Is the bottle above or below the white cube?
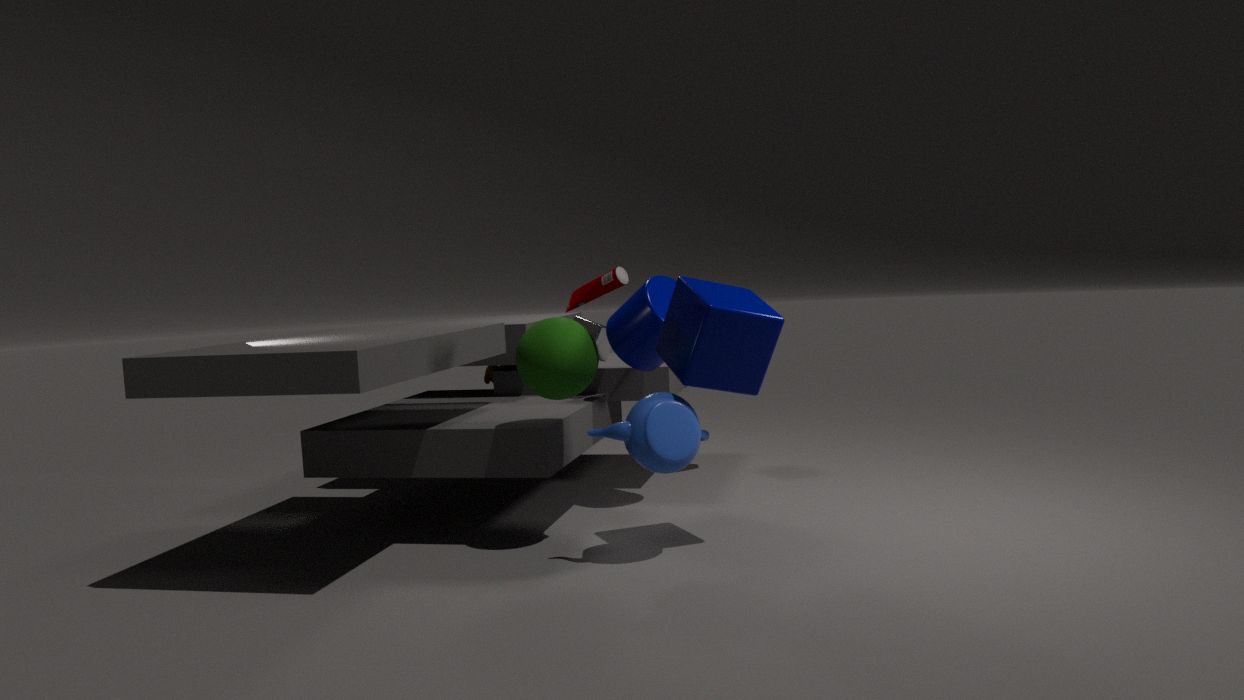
above
